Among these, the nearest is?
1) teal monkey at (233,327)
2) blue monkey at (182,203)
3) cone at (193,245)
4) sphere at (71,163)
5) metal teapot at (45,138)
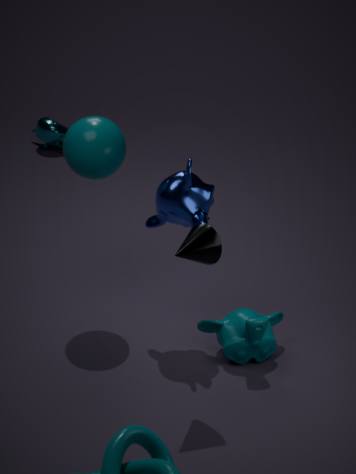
3. cone at (193,245)
